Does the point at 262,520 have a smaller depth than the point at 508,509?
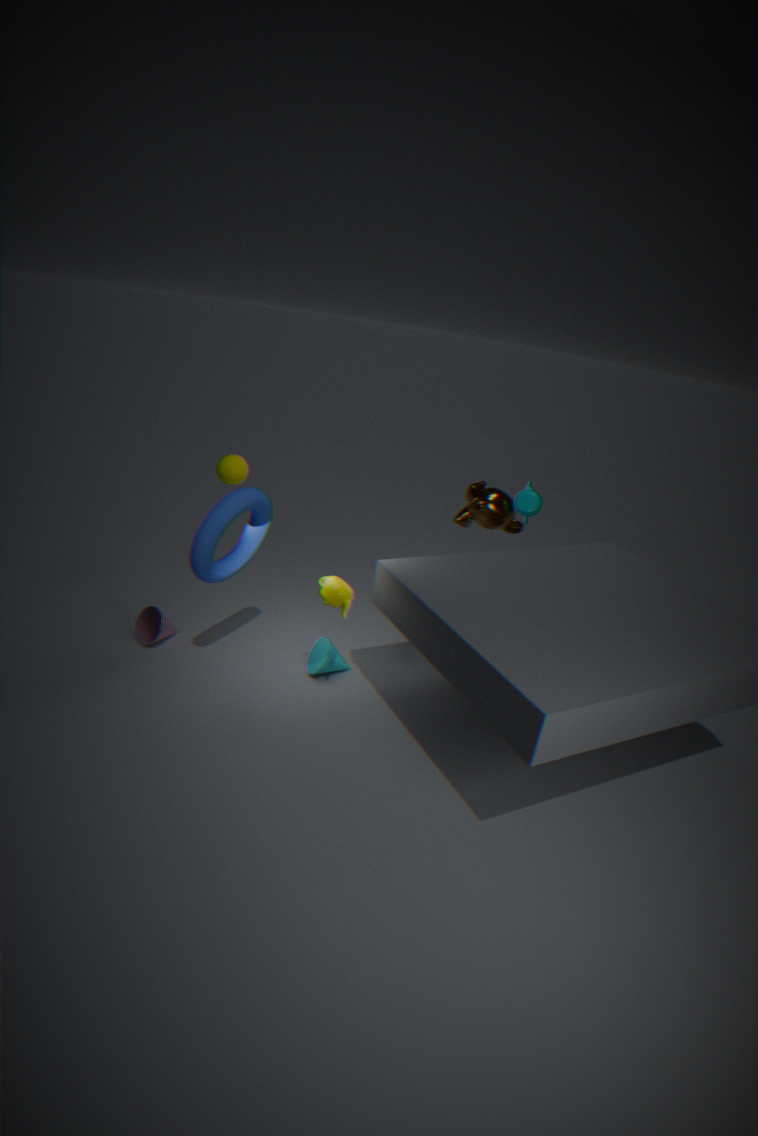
Yes
